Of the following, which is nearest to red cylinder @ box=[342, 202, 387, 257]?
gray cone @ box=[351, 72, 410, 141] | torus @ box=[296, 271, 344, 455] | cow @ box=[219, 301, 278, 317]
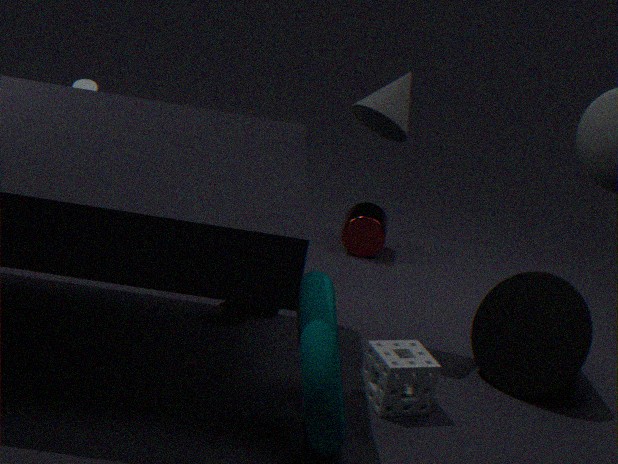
cow @ box=[219, 301, 278, 317]
